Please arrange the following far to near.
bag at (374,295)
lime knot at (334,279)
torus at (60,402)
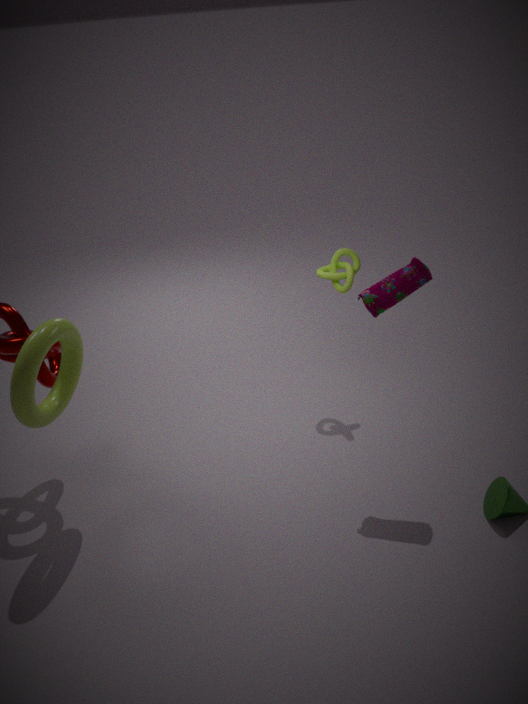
lime knot at (334,279)
bag at (374,295)
torus at (60,402)
